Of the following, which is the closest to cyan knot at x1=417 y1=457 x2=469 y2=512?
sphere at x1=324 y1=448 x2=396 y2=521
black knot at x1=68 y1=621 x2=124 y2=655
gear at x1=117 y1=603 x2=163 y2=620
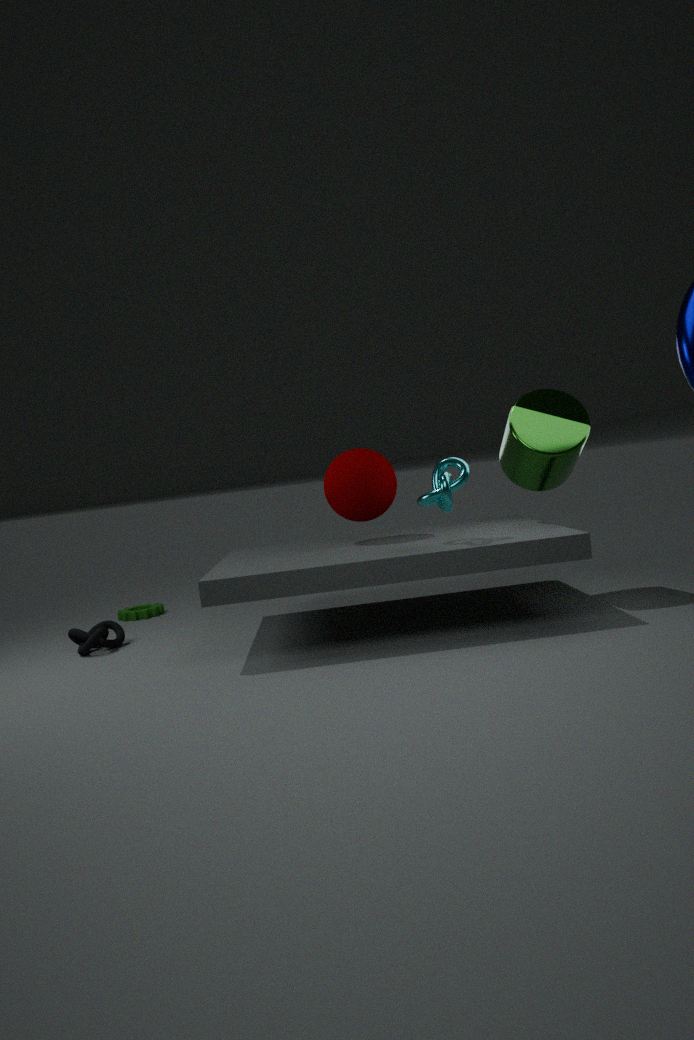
sphere at x1=324 y1=448 x2=396 y2=521
